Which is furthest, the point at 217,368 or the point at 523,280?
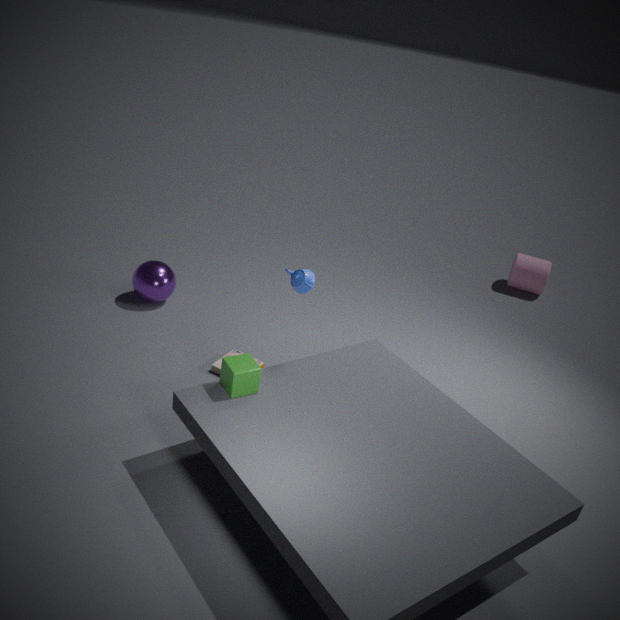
the point at 523,280
